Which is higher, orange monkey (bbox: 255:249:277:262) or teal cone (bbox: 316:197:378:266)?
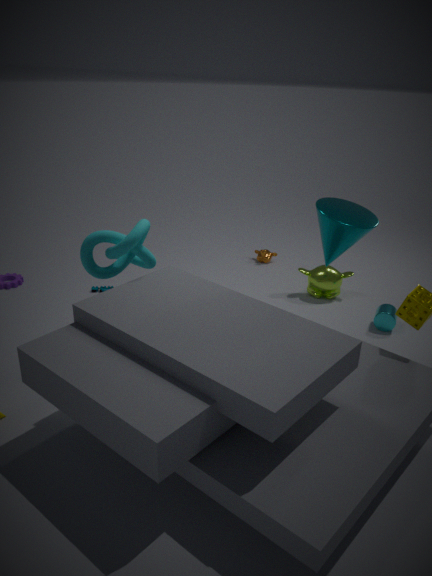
teal cone (bbox: 316:197:378:266)
